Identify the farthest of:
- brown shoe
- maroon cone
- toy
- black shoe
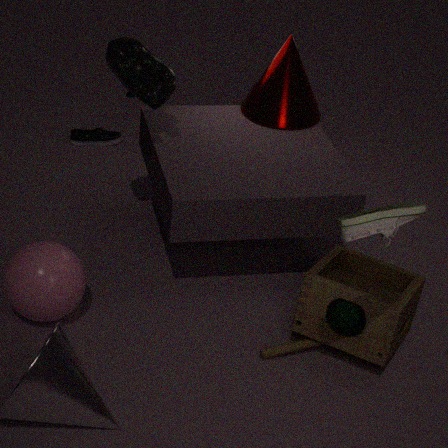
black shoe
